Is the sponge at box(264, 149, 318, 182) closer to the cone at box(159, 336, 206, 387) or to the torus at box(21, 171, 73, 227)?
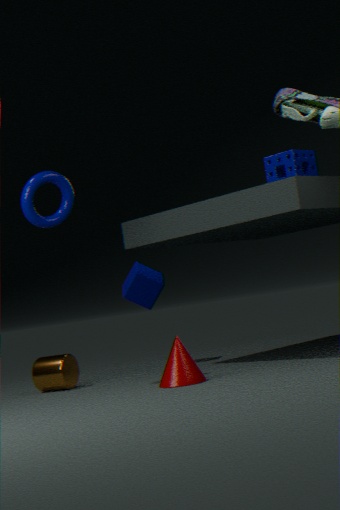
the cone at box(159, 336, 206, 387)
